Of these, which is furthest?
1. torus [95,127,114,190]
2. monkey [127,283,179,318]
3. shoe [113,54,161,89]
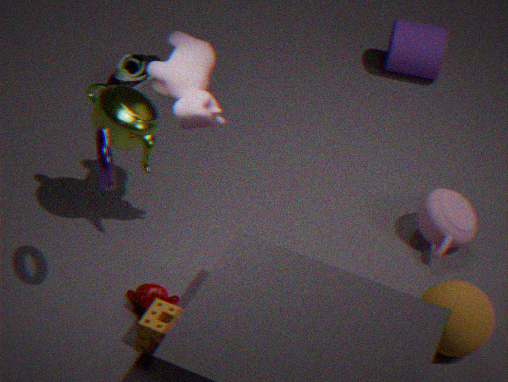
shoe [113,54,161,89]
